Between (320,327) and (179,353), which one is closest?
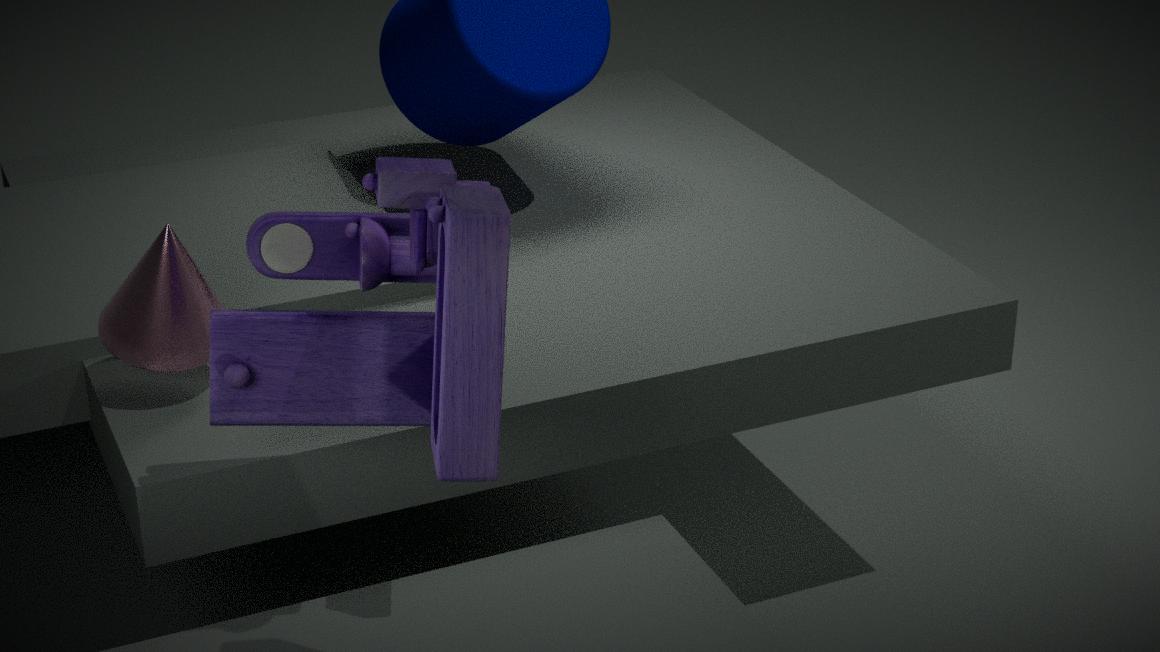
(320,327)
